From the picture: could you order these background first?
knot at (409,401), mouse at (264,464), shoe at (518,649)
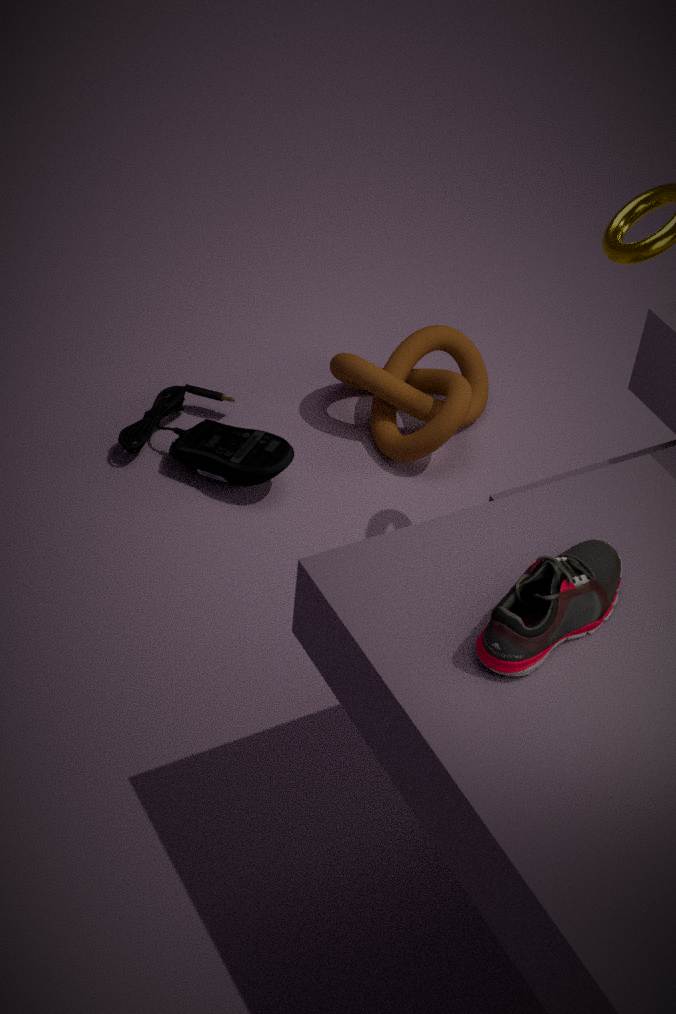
knot at (409,401) < mouse at (264,464) < shoe at (518,649)
